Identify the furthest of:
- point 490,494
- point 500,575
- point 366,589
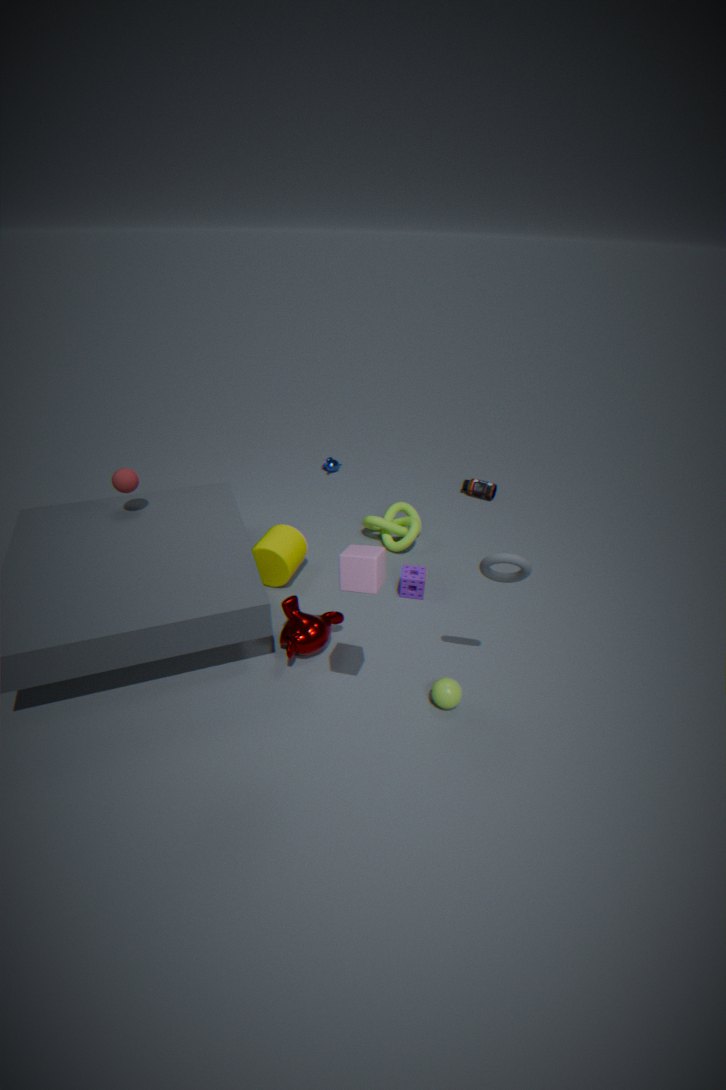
point 490,494
